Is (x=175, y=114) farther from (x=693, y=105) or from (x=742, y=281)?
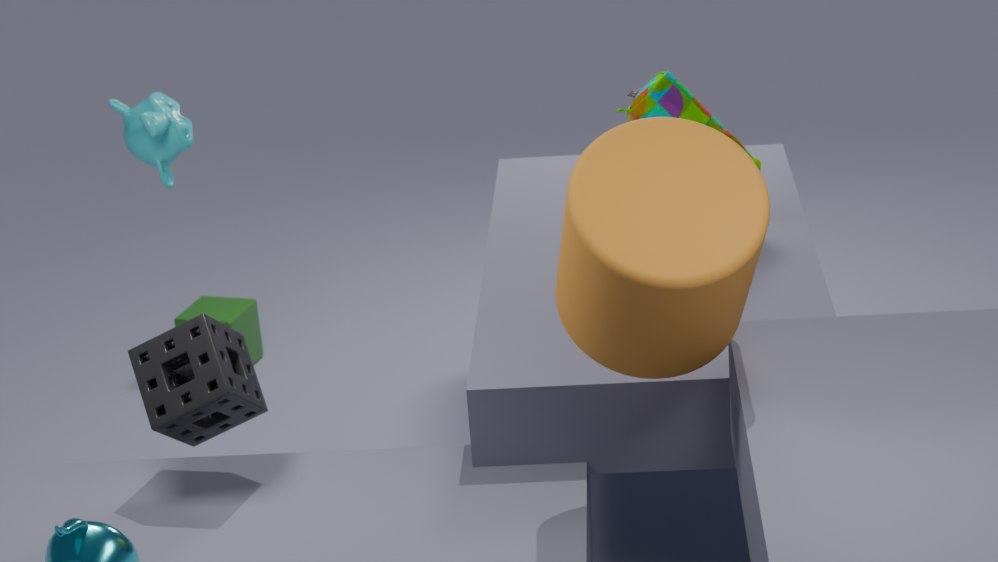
(x=742, y=281)
